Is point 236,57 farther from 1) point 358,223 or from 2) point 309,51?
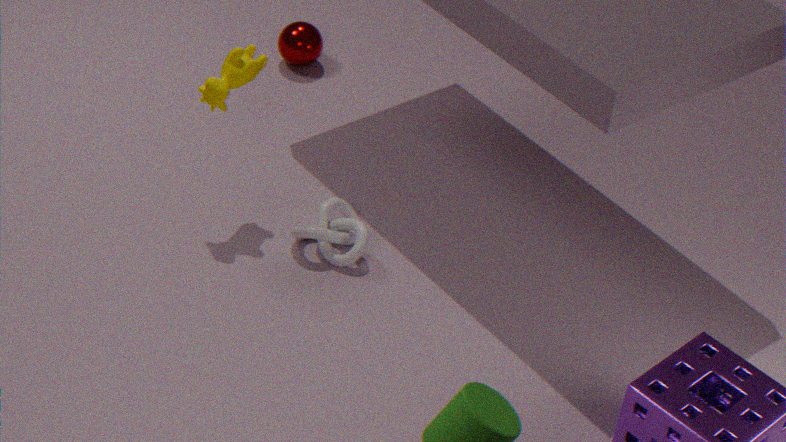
2) point 309,51
